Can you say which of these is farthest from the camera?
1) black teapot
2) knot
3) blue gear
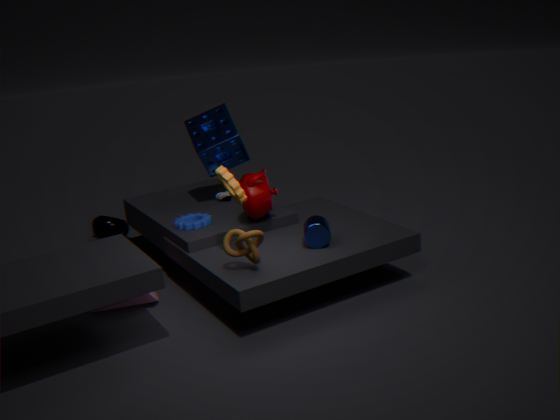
1. black teapot
